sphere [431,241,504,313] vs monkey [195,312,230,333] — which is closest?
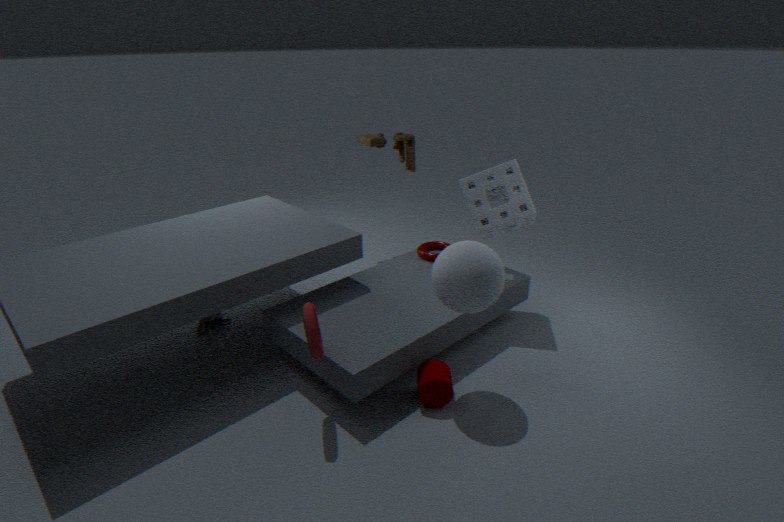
sphere [431,241,504,313]
